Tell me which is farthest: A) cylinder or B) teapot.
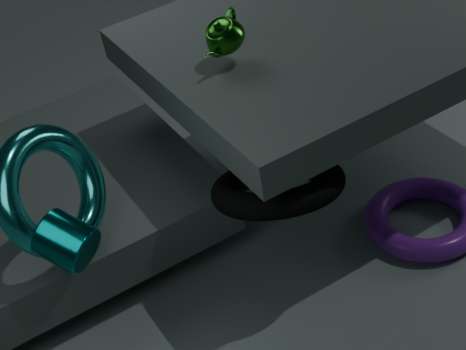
B. teapot
